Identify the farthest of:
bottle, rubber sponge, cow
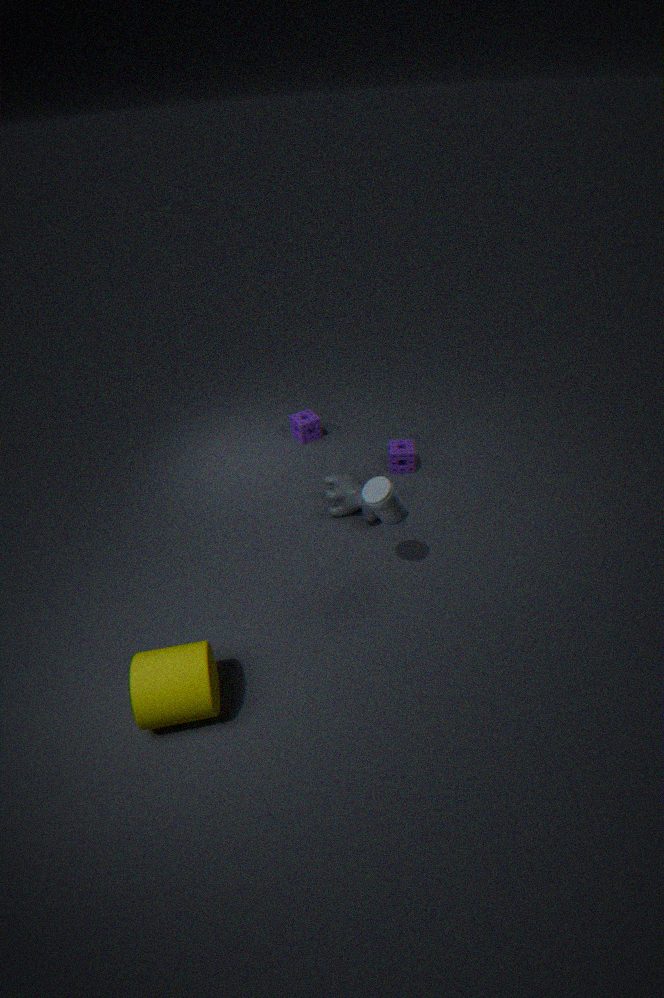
rubber sponge
